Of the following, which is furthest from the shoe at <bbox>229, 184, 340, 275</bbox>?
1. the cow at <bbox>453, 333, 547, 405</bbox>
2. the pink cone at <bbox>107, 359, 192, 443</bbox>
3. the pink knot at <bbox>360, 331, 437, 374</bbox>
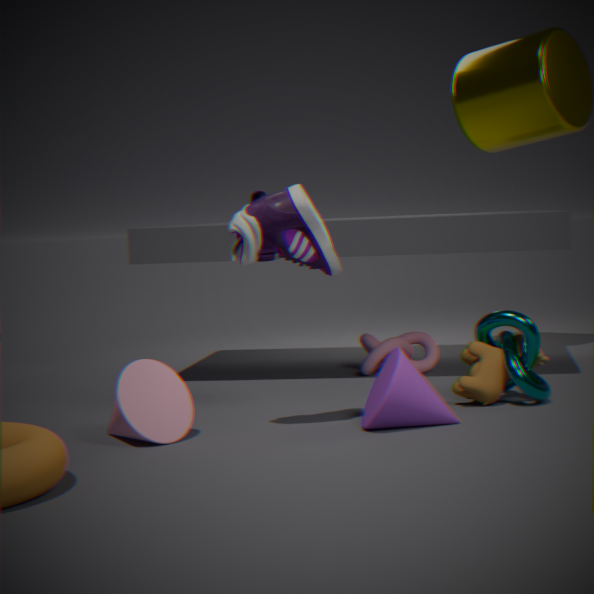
the pink knot at <bbox>360, 331, 437, 374</bbox>
